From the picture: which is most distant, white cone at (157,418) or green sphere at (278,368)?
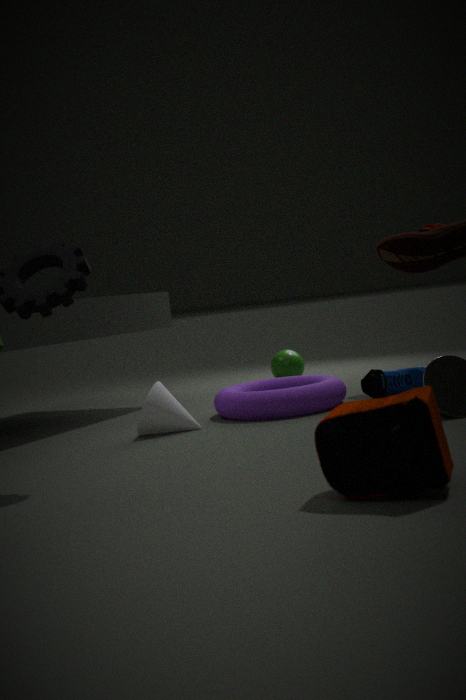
green sphere at (278,368)
